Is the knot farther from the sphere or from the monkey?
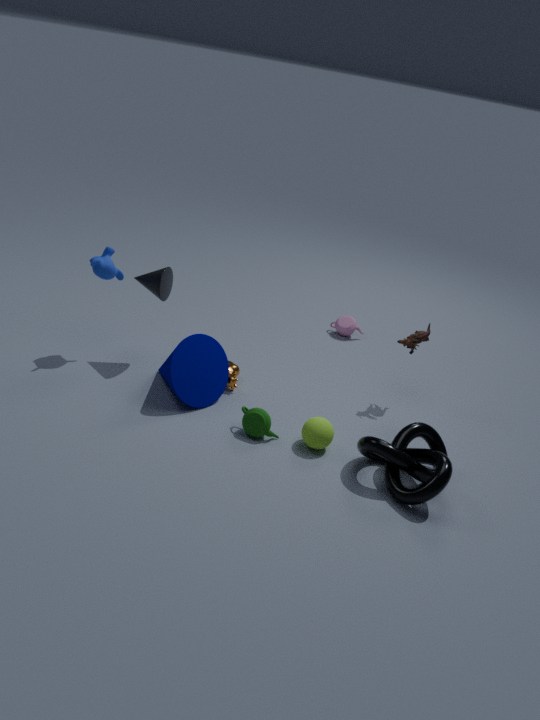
the monkey
